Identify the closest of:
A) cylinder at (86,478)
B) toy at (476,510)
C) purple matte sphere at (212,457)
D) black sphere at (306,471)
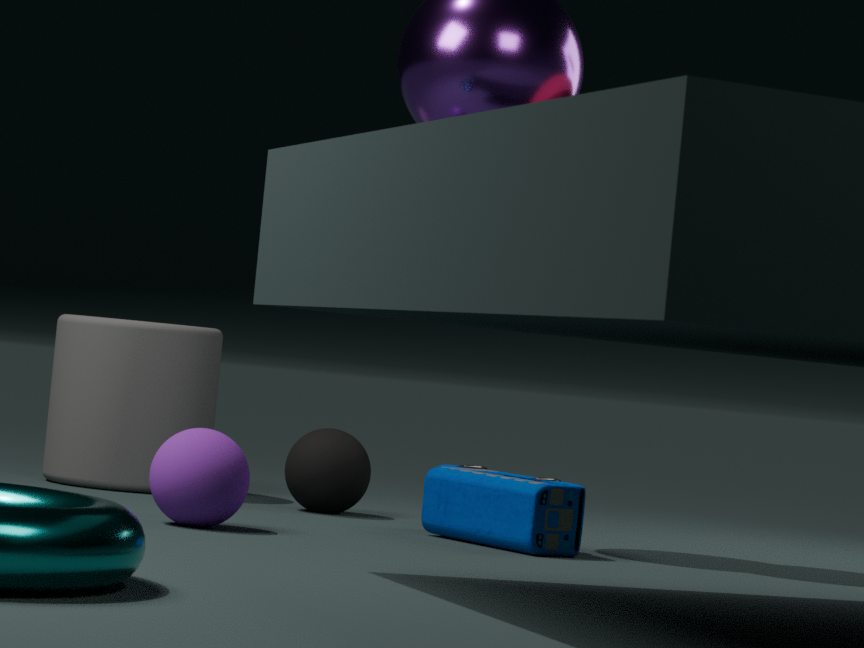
purple matte sphere at (212,457)
